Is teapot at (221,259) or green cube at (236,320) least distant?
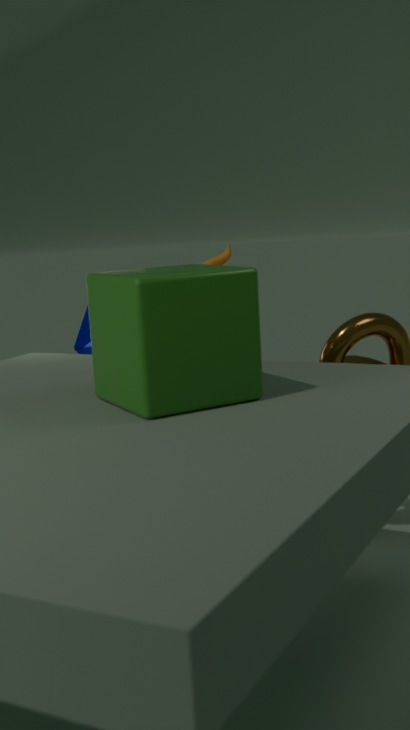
green cube at (236,320)
